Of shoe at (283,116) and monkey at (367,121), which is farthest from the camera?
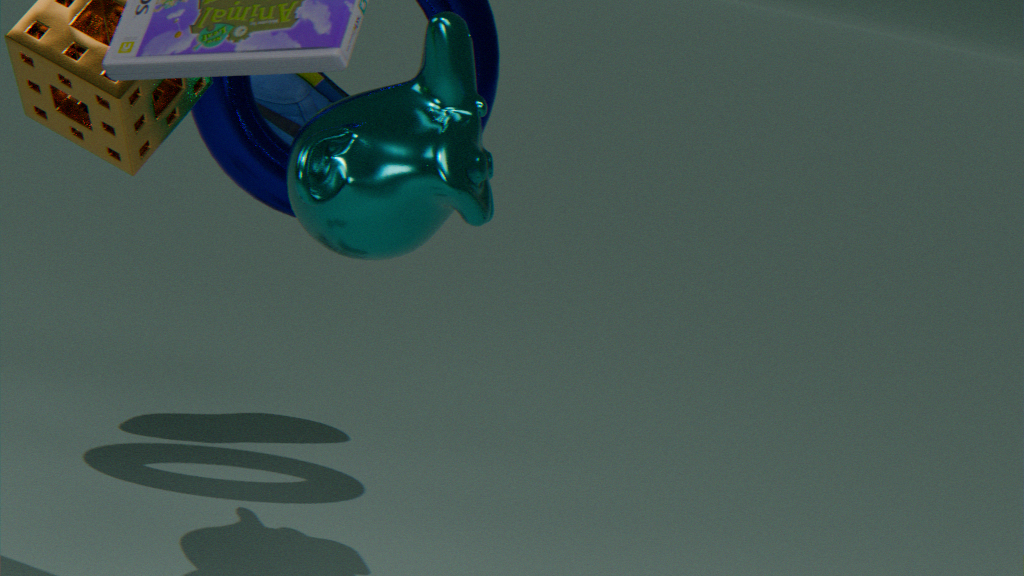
shoe at (283,116)
